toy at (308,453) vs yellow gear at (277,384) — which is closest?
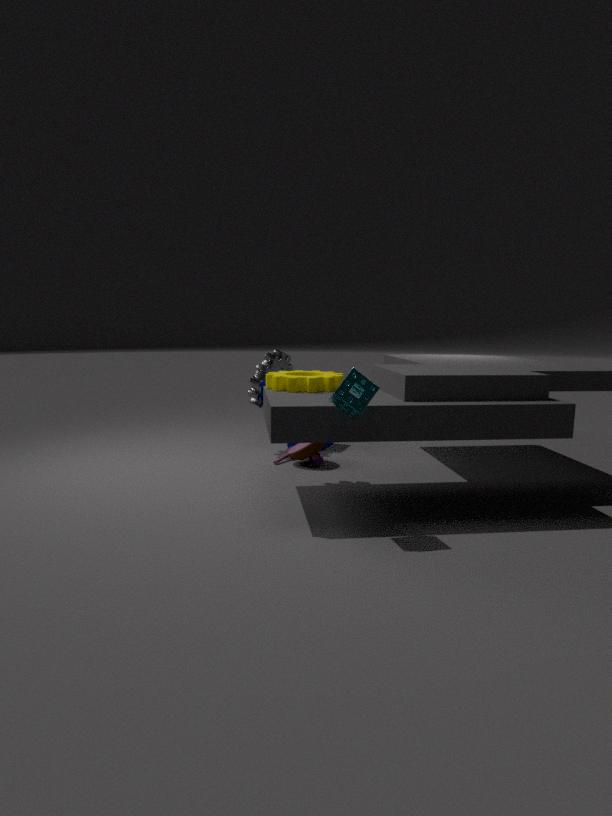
yellow gear at (277,384)
